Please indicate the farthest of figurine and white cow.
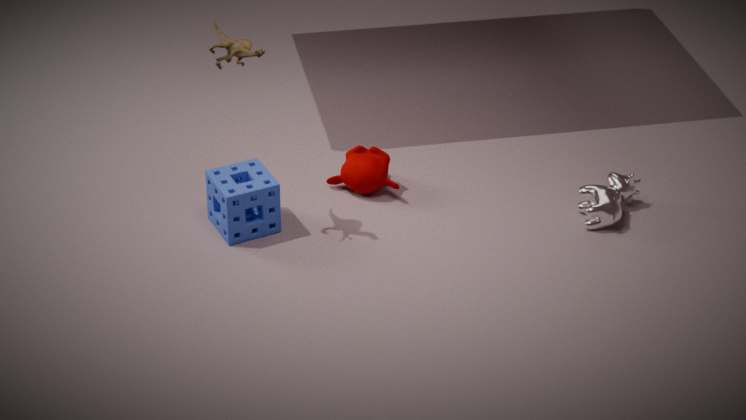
white cow
